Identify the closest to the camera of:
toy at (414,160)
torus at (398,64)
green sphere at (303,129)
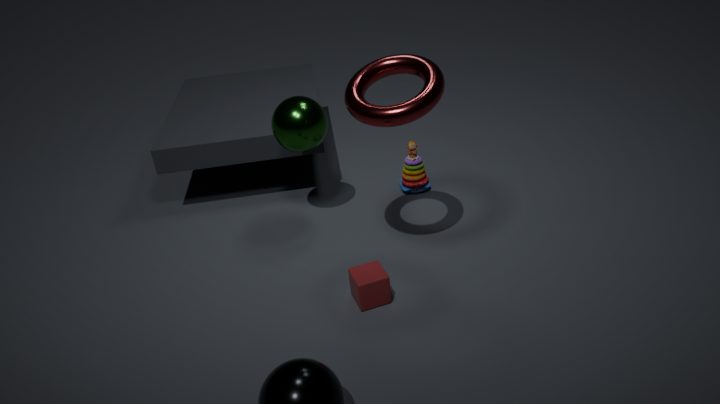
torus at (398,64)
